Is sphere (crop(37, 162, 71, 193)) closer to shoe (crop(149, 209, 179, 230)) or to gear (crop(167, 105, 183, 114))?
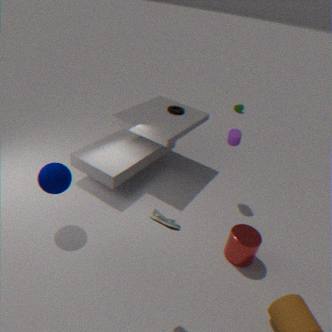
shoe (crop(149, 209, 179, 230))
